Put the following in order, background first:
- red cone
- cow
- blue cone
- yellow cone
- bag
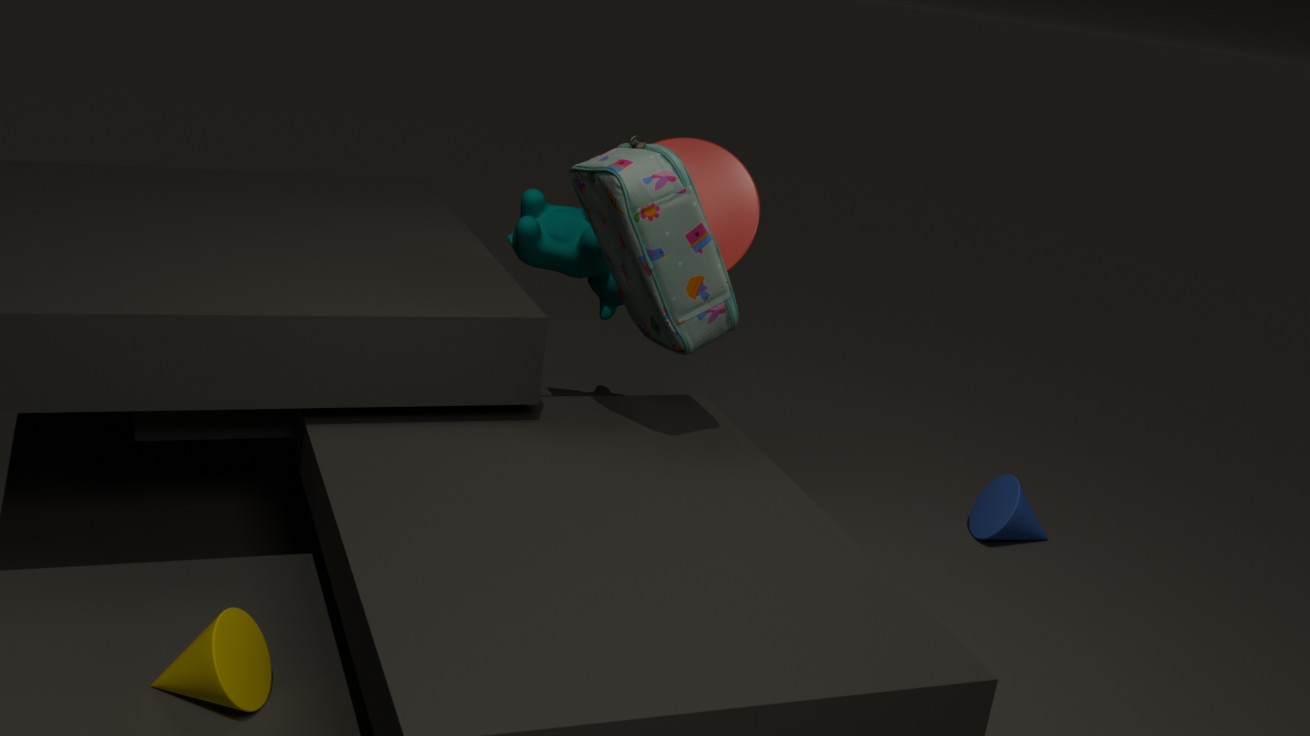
cow → blue cone → red cone → bag → yellow cone
